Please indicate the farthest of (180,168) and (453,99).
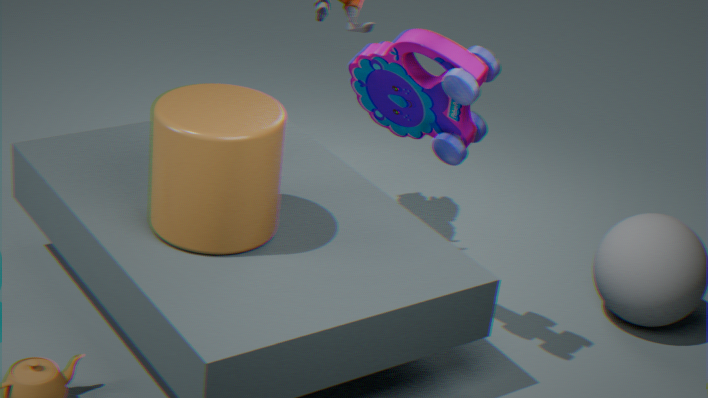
(453,99)
